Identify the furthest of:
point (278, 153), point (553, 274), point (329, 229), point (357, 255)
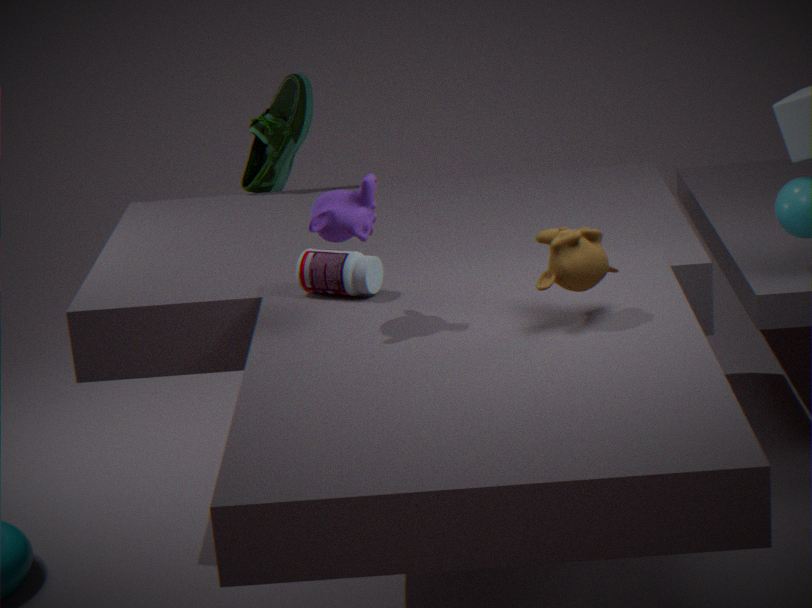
point (278, 153)
